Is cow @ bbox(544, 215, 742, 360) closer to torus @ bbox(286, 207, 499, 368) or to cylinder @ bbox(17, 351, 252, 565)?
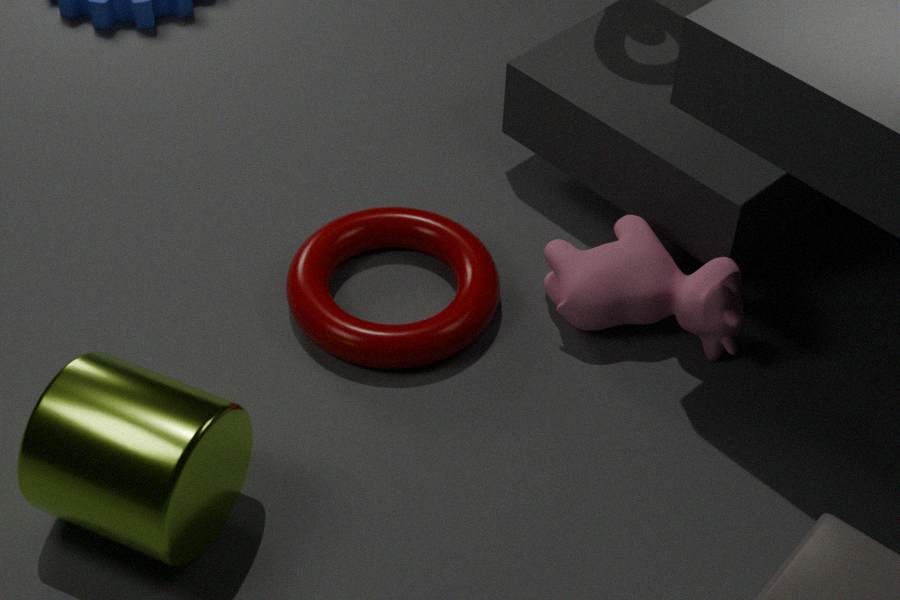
torus @ bbox(286, 207, 499, 368)
